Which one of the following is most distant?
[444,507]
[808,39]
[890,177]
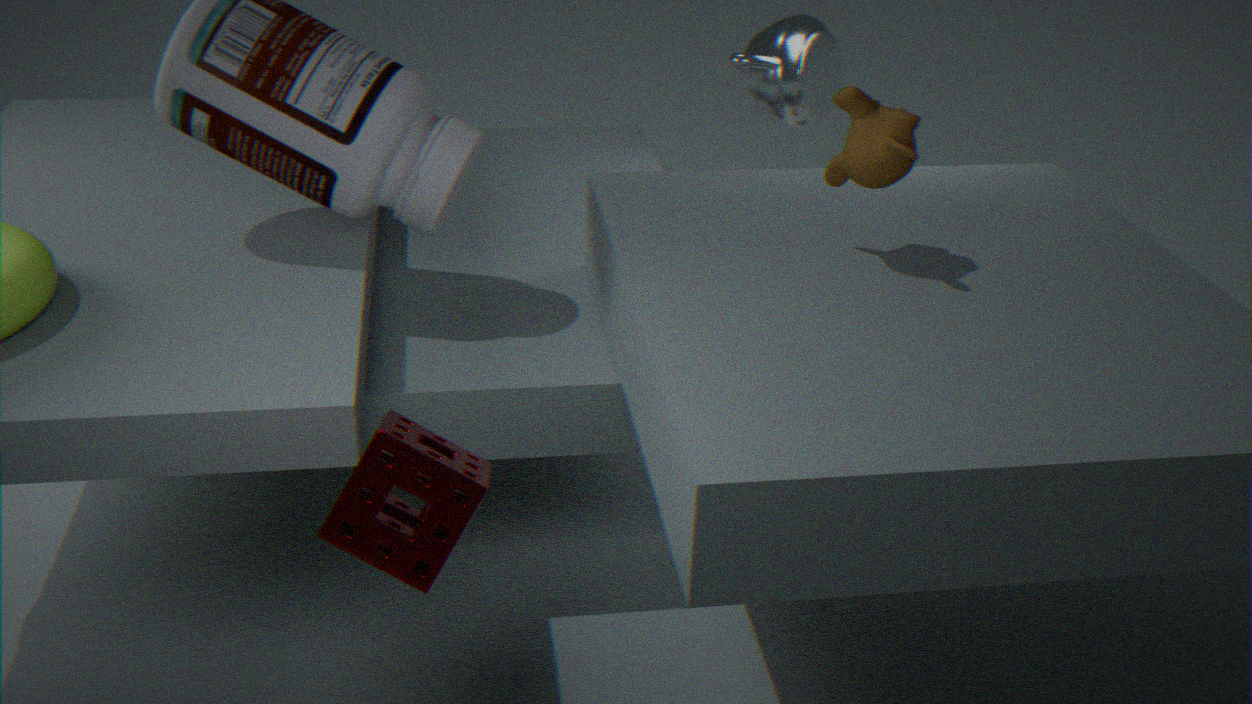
[808,39]
